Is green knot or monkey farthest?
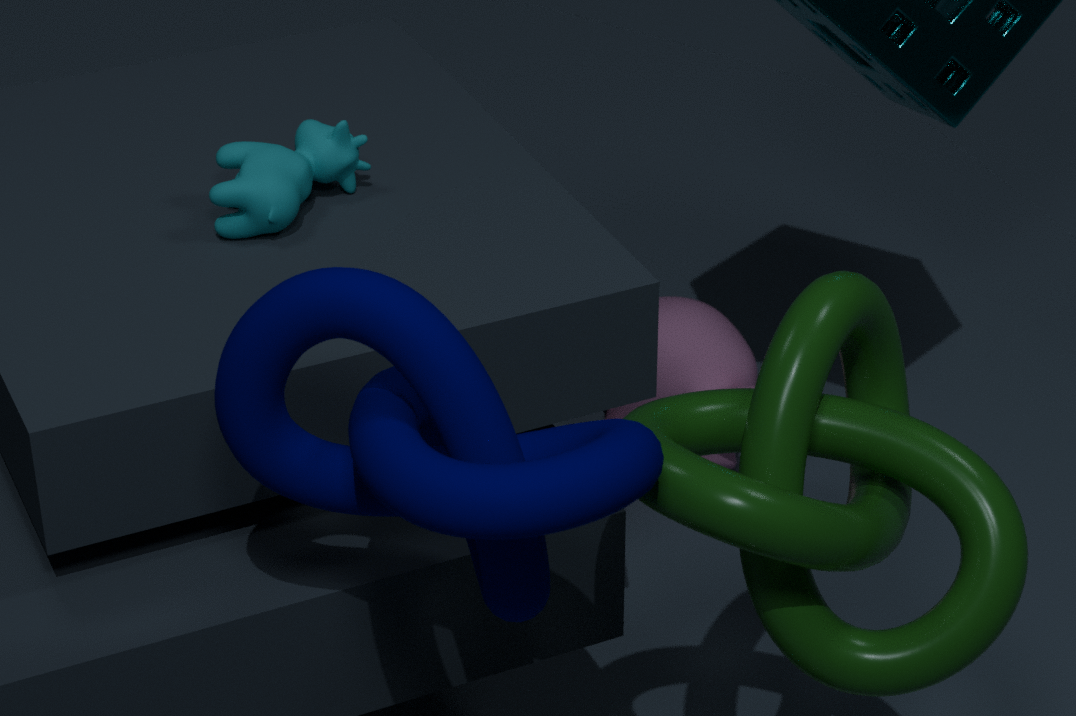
monkey
